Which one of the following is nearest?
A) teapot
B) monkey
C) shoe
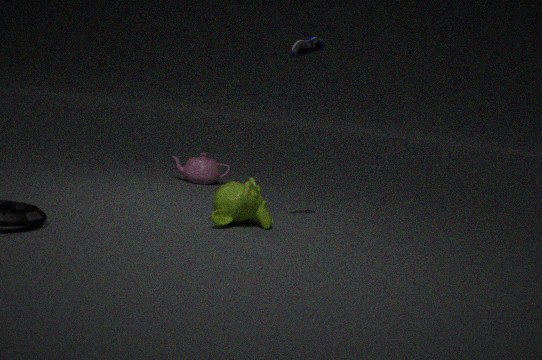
shoe
